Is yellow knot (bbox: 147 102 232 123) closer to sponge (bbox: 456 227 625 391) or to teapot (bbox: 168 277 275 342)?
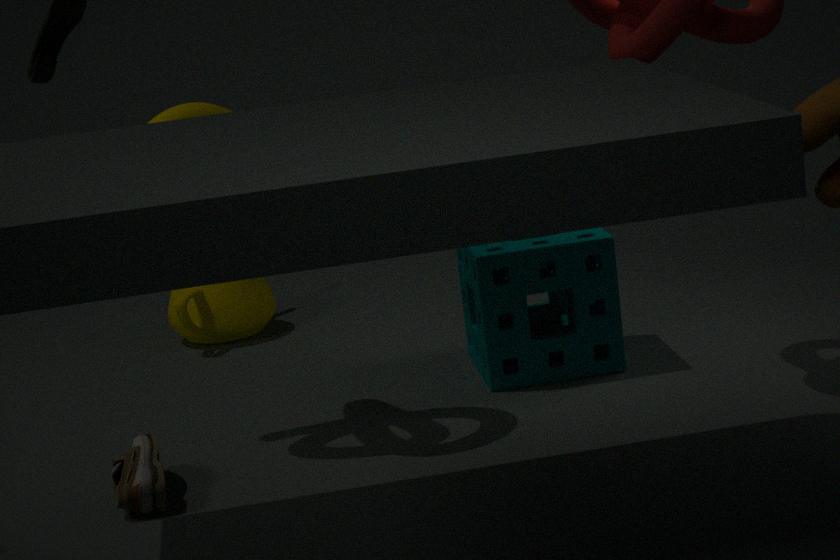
sponge (bbox: 456 227 625 391)
